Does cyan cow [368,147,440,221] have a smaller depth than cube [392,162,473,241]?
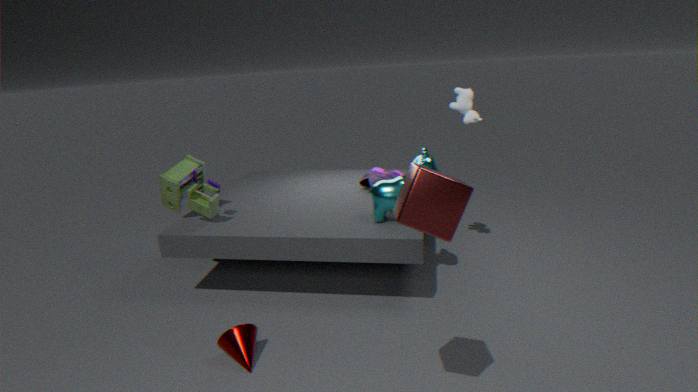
No
